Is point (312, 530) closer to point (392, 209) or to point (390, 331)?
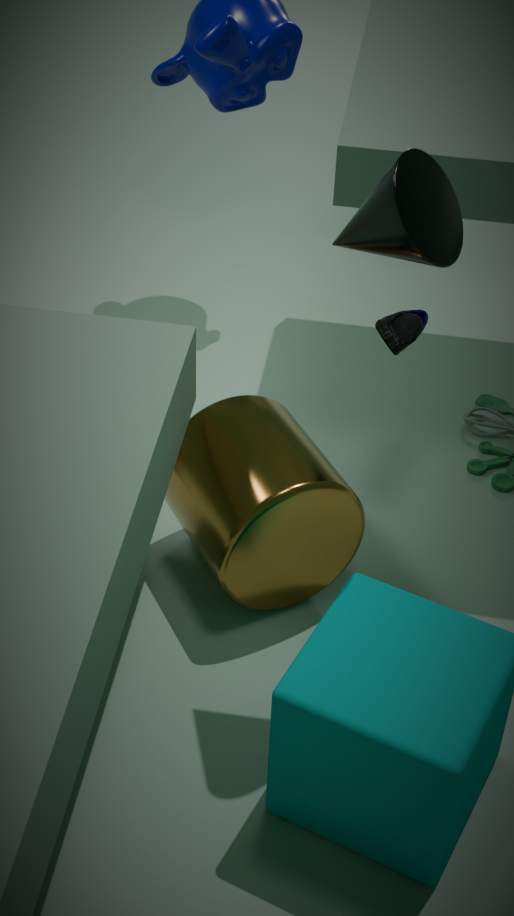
point (390, 331)
